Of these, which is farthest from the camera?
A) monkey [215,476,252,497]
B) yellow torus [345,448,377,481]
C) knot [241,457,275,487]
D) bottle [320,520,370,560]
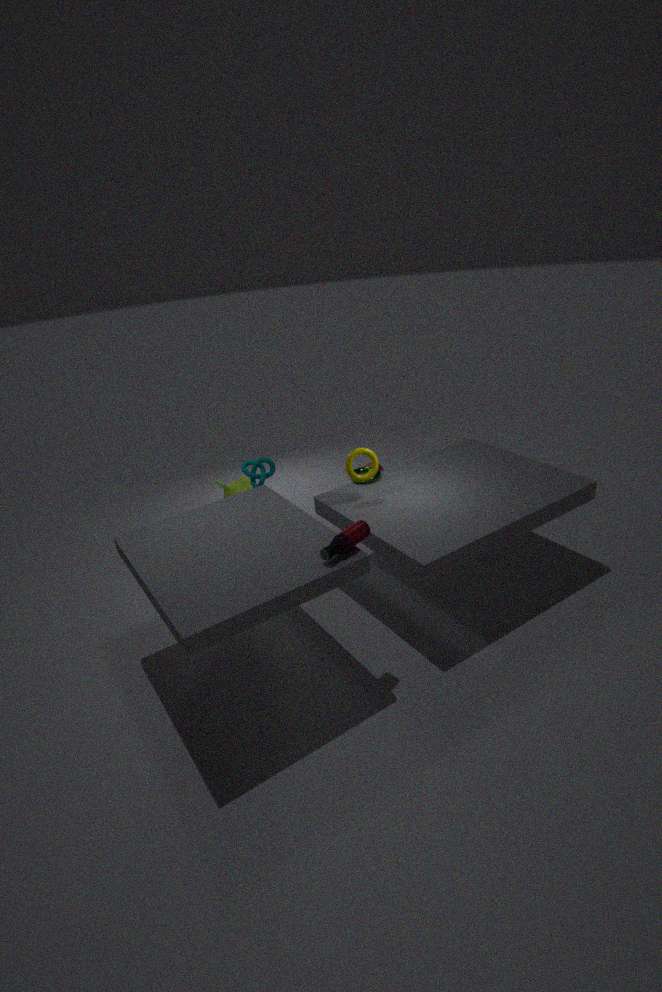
monkey [215,476,252,497]
